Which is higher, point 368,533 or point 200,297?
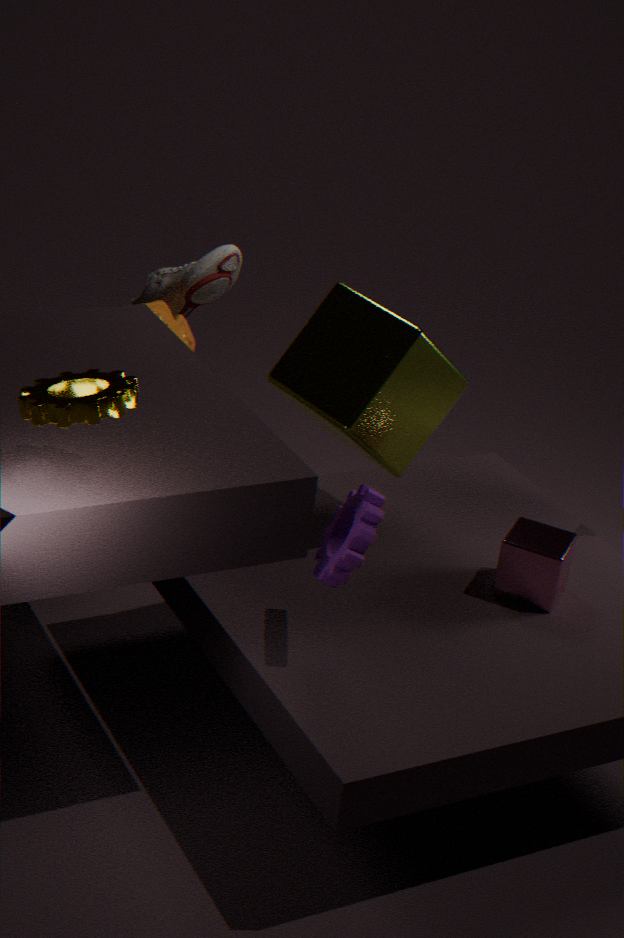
point 200,297
